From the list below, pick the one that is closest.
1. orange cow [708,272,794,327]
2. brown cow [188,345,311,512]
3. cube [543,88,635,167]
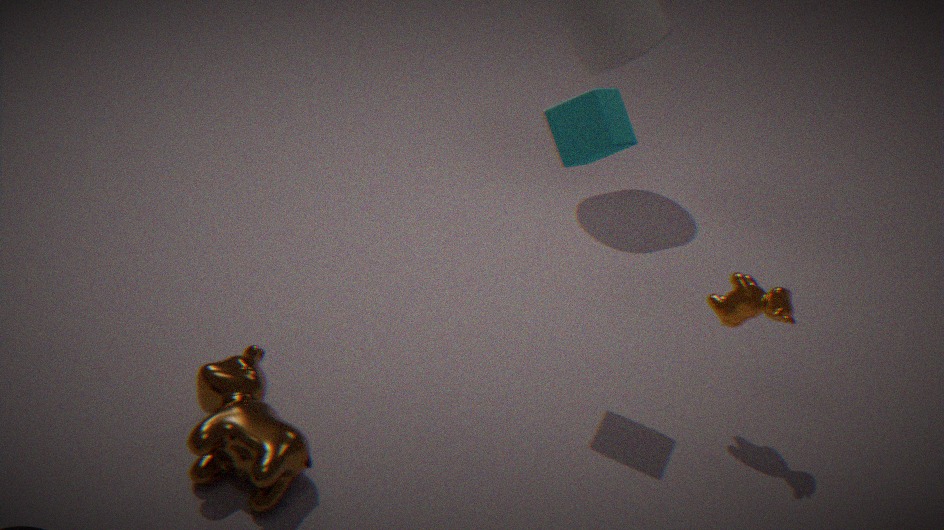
brown cow [188,345,311,512]
